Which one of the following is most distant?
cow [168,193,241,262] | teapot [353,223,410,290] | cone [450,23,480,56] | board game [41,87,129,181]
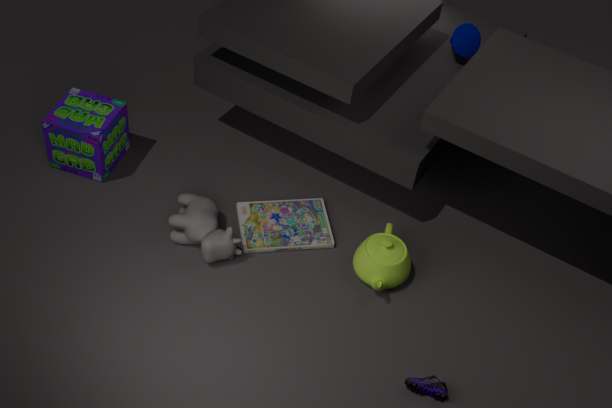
cone [450,23,480,56]
